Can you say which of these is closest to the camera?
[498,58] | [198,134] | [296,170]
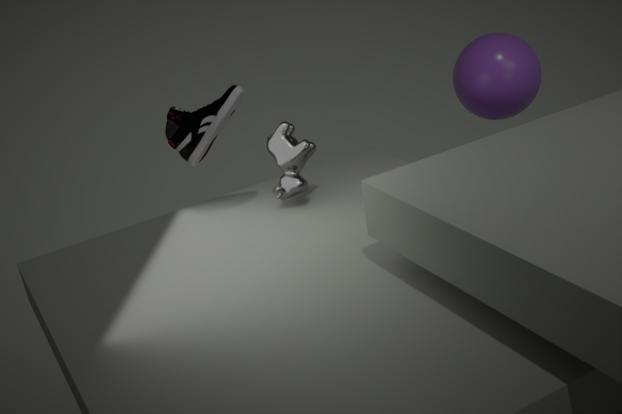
[198,134]
